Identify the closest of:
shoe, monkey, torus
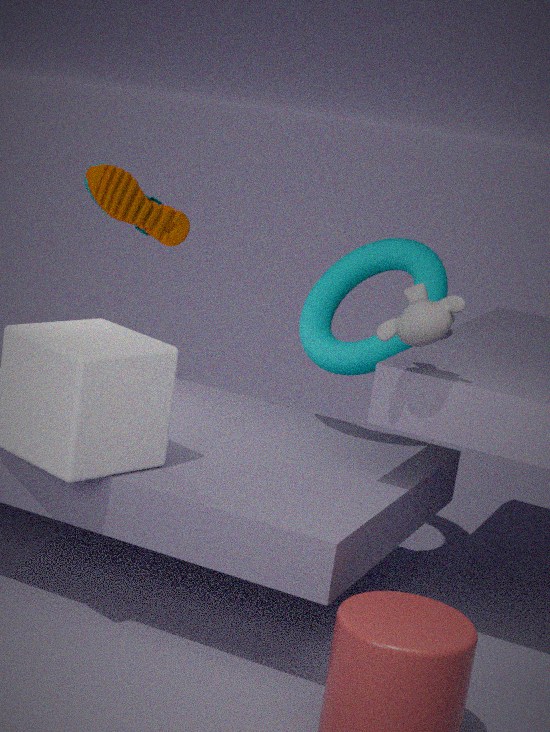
monkey
